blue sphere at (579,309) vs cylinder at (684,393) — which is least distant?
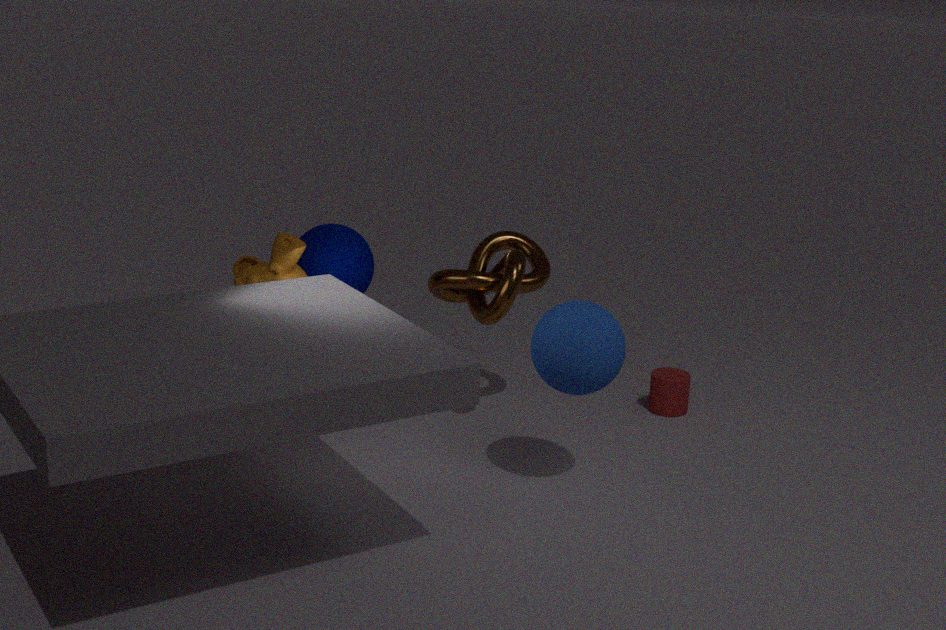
blue sphere at (579,309)
